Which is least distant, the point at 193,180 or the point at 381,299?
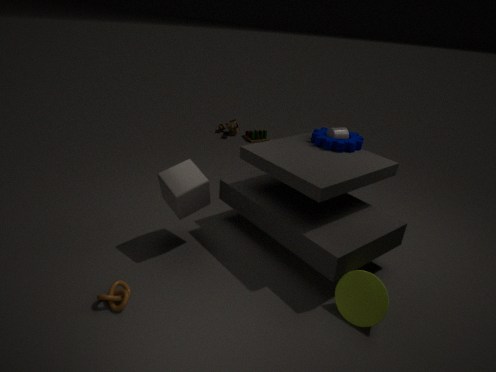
the point at 381,299
